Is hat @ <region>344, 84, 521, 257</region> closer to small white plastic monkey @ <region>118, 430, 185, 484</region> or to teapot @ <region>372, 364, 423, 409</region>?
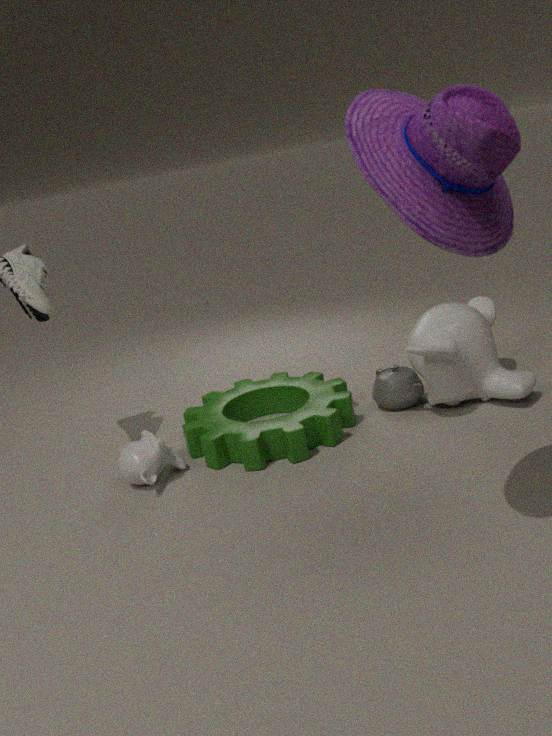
teapot @ <region>372, 364, 423, 409</region>
